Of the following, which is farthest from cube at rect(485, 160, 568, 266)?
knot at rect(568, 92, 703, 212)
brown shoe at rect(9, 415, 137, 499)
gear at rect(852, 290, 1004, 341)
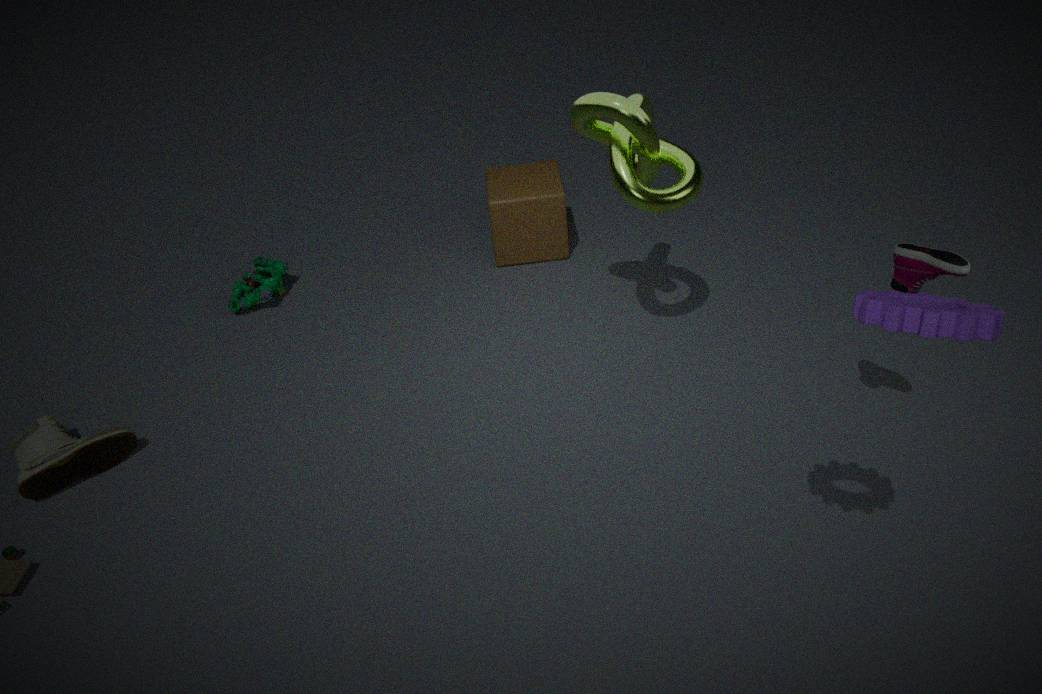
gear at rect(852, 290, 1004, 341)
